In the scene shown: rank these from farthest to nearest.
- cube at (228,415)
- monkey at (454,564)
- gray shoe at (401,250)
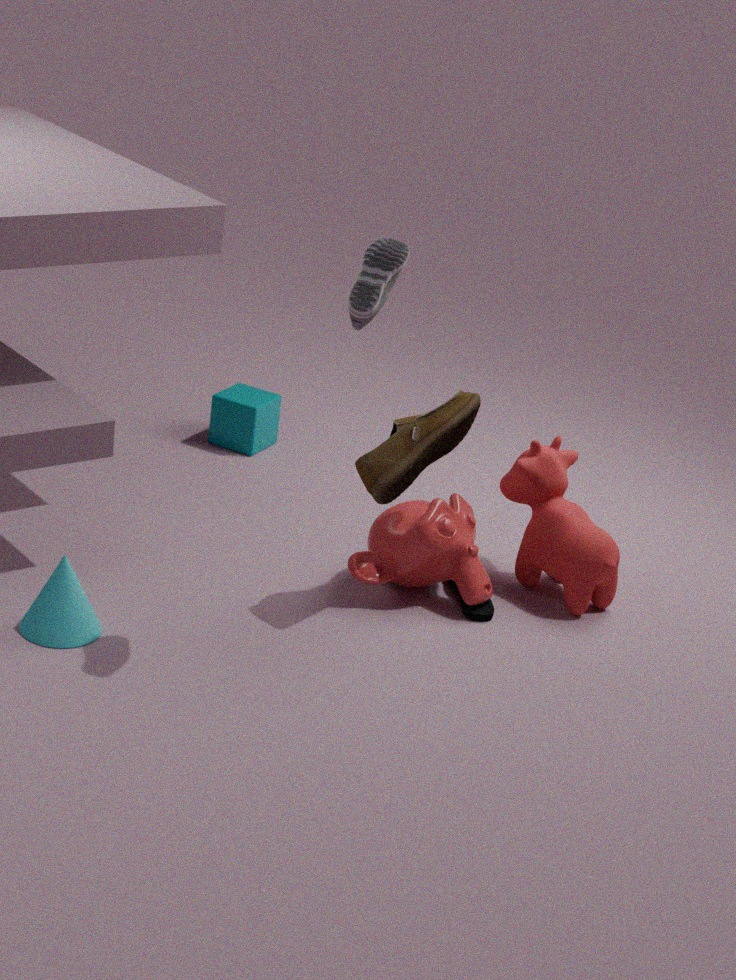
cube at (228,415) < monkey at (454,564) < gray shoe at (401,250)
